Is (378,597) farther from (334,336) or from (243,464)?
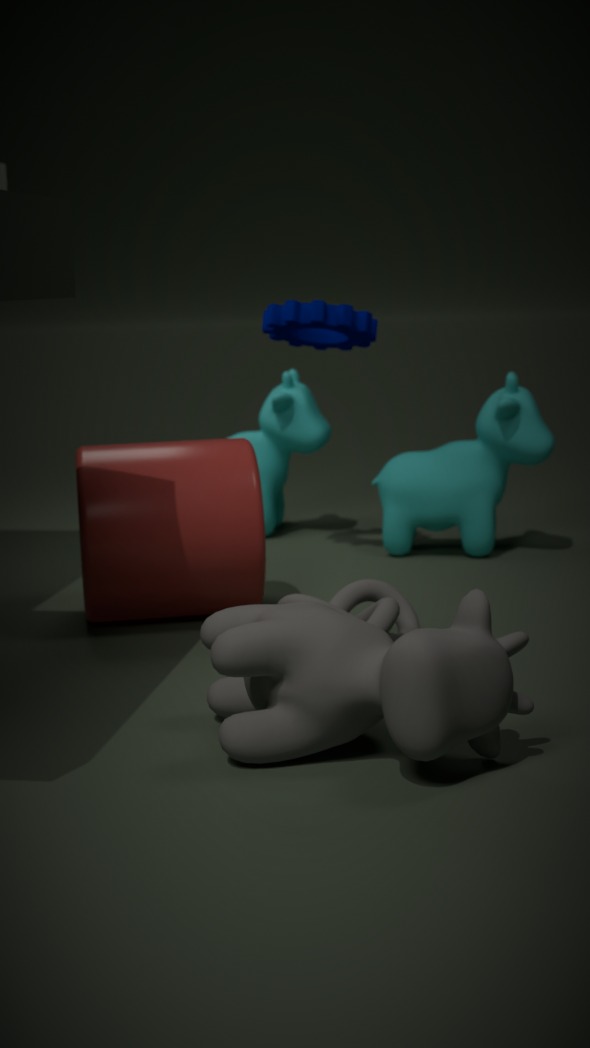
(334,336)
